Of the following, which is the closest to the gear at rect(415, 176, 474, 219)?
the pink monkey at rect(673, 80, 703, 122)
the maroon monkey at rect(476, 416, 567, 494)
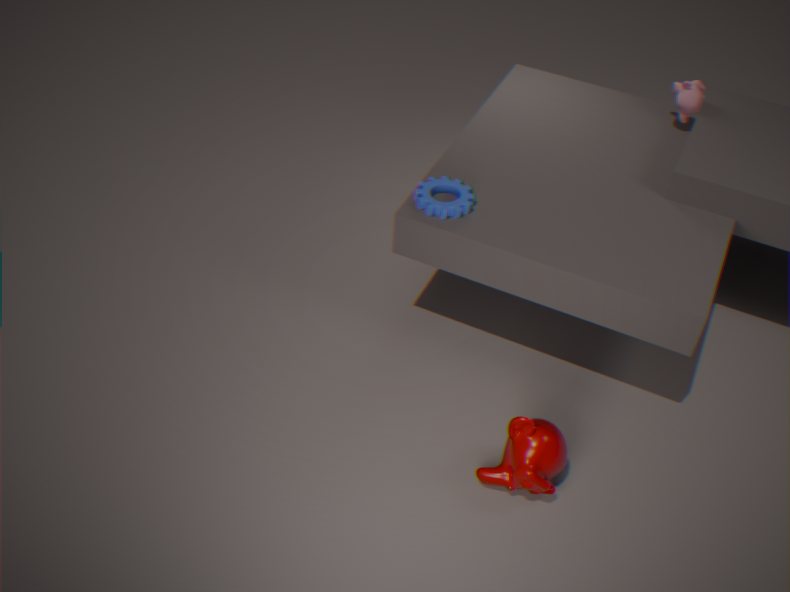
the maroon monkey at rect(476, 416, 567, 494)
